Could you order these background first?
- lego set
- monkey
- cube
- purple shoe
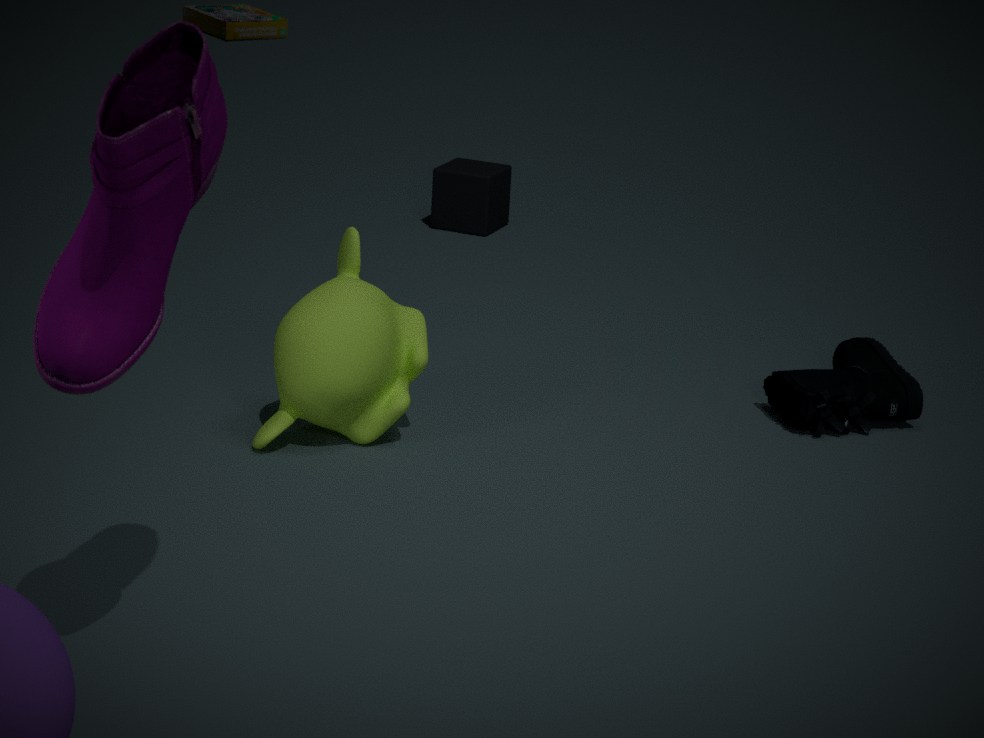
1. lego set
2. cube
3. monkey
4. purple shoe
